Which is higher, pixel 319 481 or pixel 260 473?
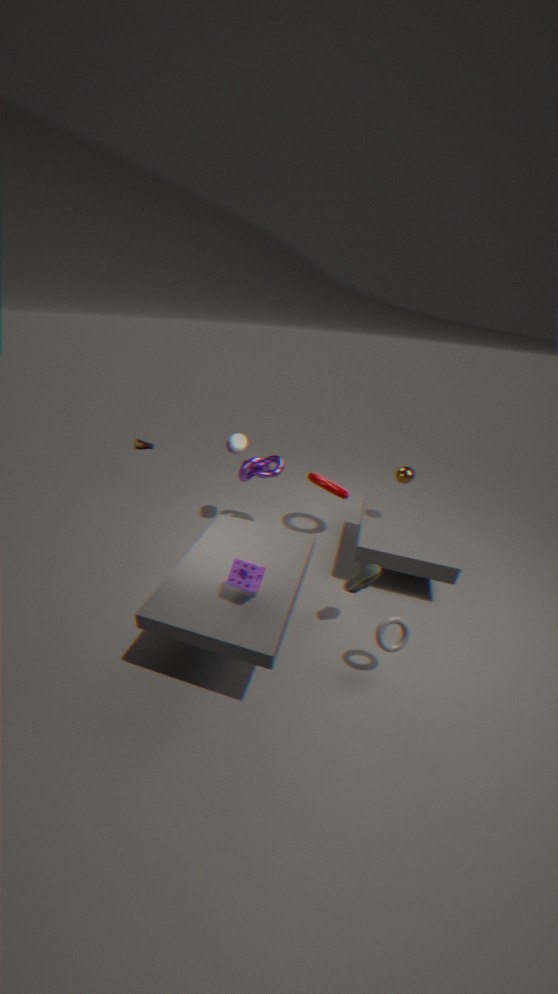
pixel 260 473
